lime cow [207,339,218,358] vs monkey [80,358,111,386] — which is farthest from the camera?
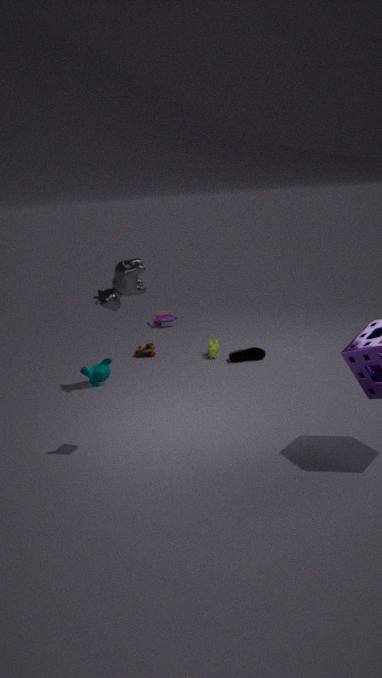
lime cow [207,339,218,358]
